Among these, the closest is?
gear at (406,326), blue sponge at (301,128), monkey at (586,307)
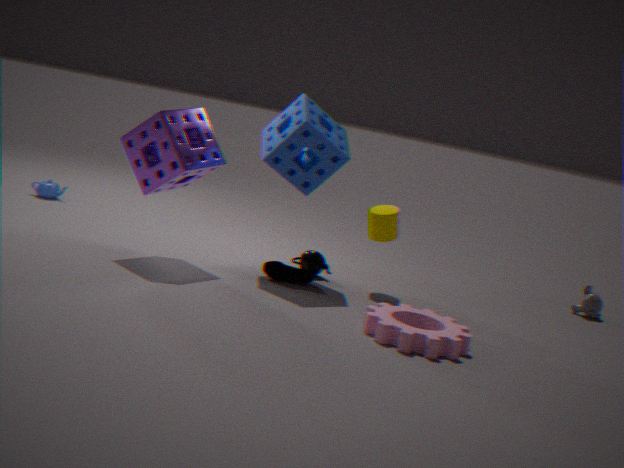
gear at (406,326)
